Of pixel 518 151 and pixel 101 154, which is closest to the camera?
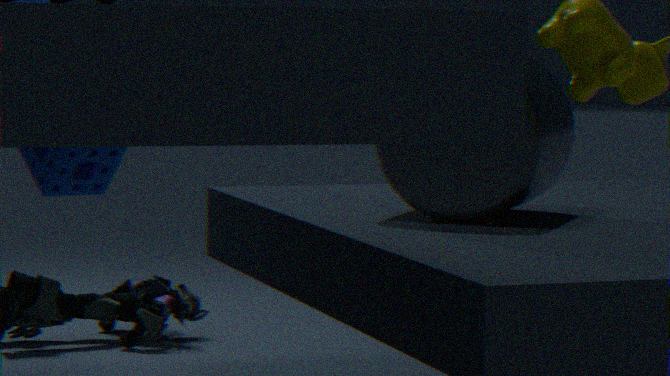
pixel 518 151
